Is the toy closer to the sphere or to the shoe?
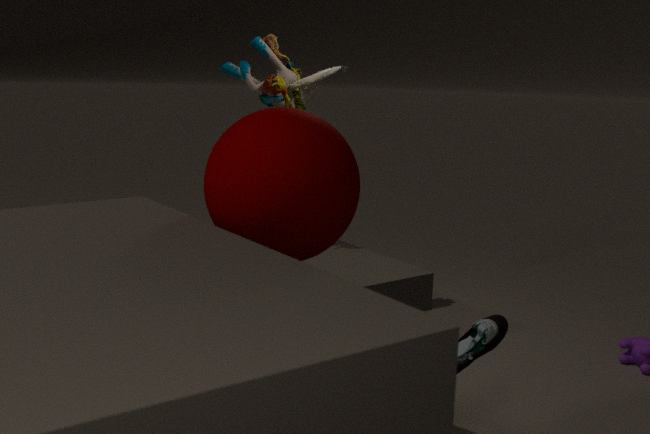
the sphere
